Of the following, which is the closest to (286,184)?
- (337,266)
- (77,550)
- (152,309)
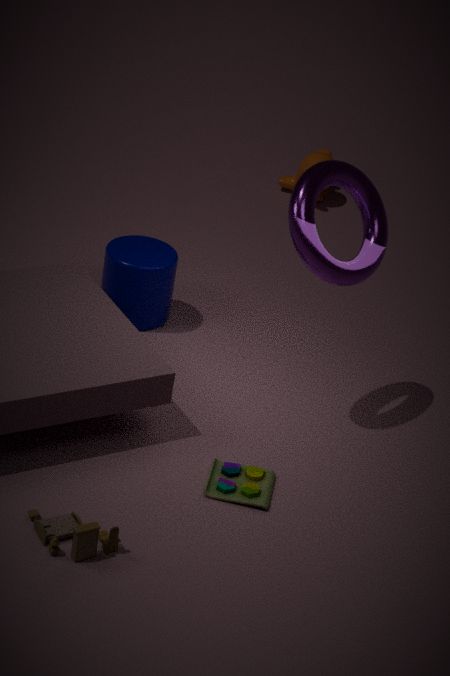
(152,309)
